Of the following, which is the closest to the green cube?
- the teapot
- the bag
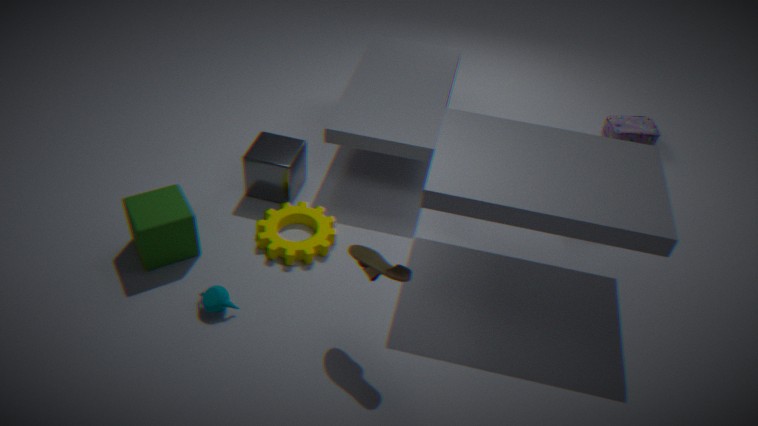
the teapot
